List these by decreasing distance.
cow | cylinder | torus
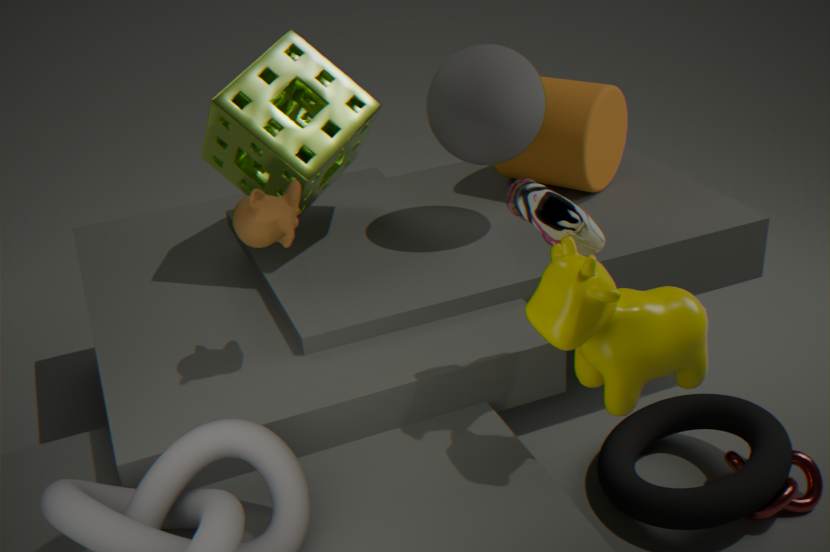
cylinder, torus, cow
